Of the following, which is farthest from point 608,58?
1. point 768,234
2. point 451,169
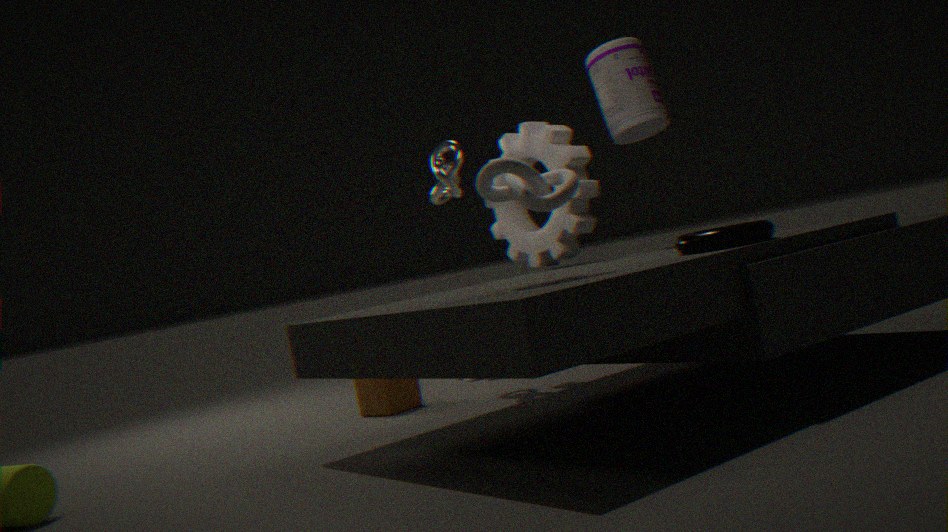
point 768,234
